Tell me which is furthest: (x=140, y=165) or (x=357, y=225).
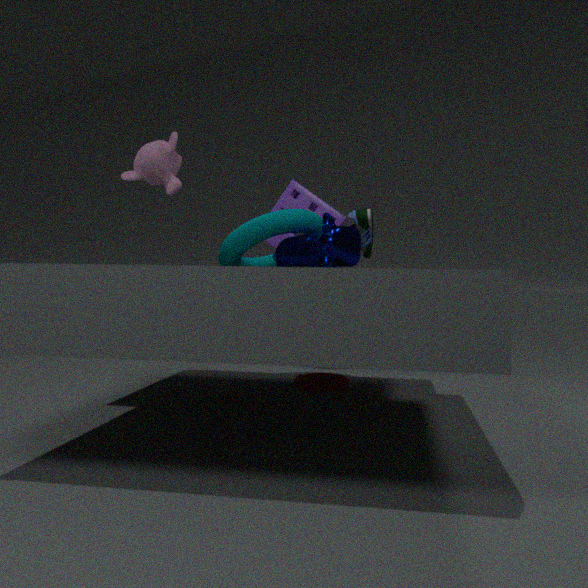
(x=357, y=225)
